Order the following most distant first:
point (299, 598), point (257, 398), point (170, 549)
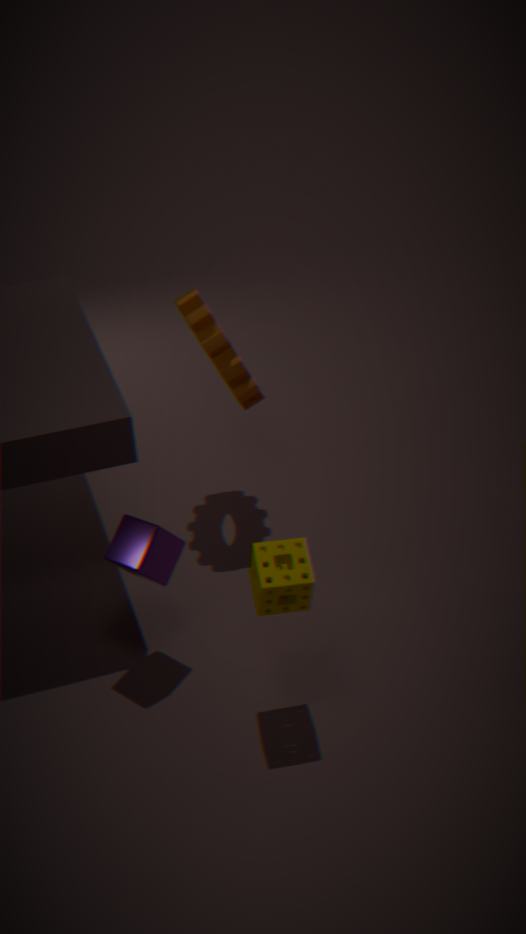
point (257, 398), point (170, 549), point (299, 598)
